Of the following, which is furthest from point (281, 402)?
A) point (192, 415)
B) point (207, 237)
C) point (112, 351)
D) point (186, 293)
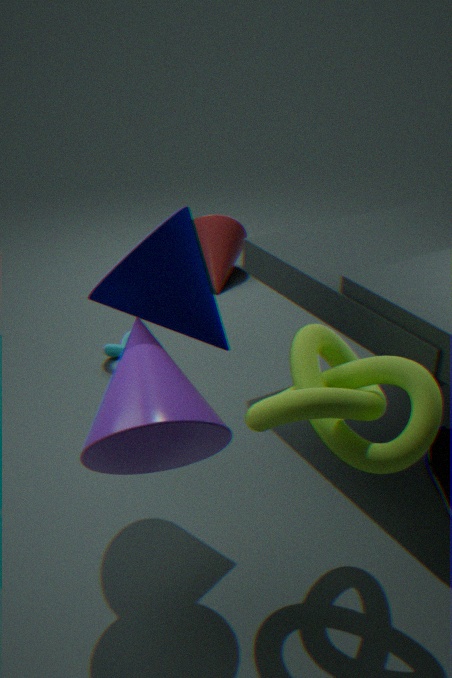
point (207, 237)
